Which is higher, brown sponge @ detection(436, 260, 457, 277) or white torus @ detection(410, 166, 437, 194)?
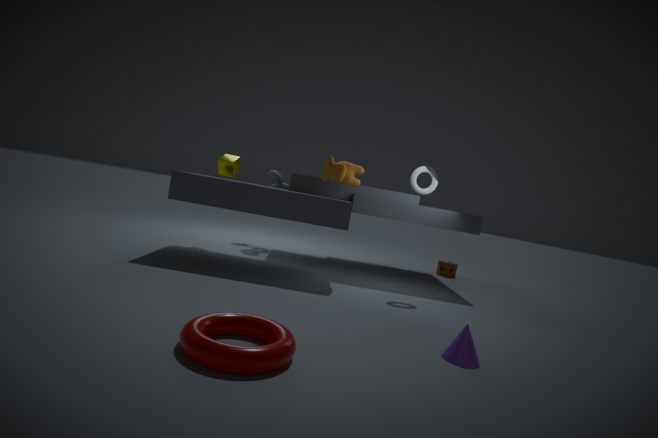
white torus @ detection(410, 166, 437, 194)
